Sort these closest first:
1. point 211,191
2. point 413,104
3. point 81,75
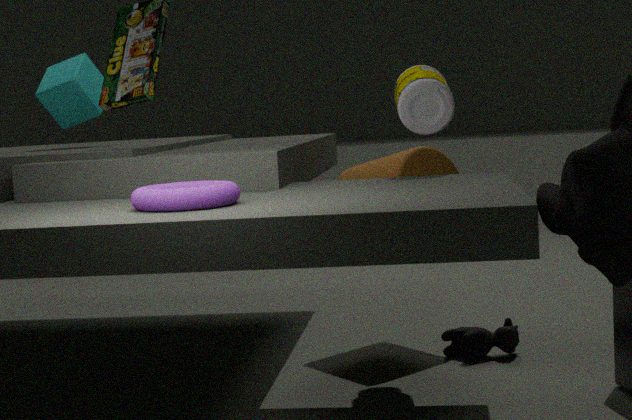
point 211,191
point 413,104
point 81,75
